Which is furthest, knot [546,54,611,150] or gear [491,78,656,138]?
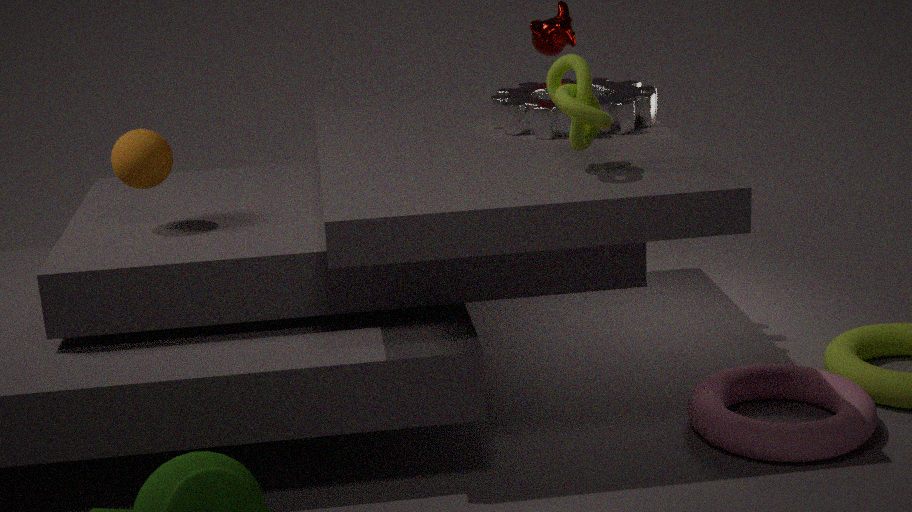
gear [491,78,656,138]
